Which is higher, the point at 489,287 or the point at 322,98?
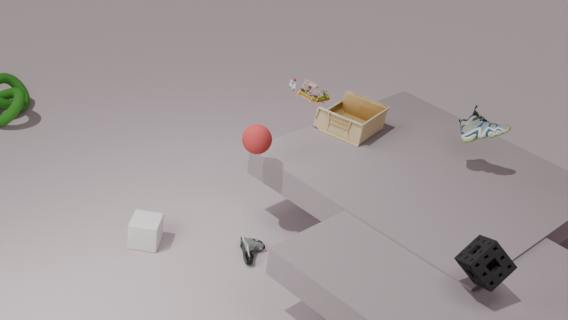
the point at 489,287
